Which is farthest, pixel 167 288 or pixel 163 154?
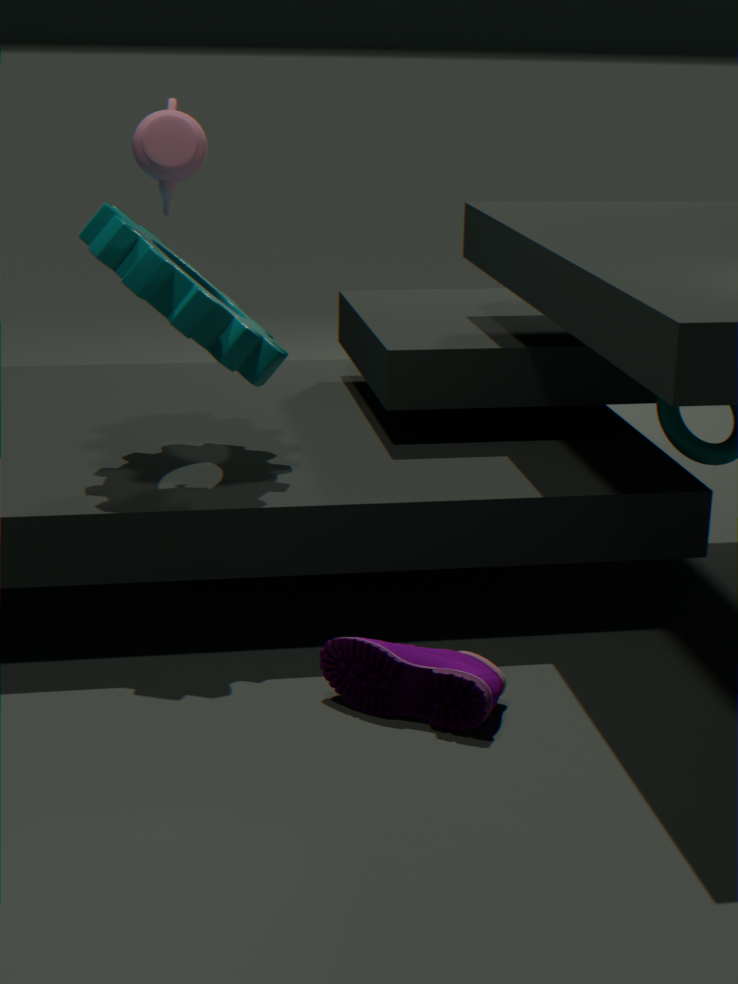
pixel 163 154
